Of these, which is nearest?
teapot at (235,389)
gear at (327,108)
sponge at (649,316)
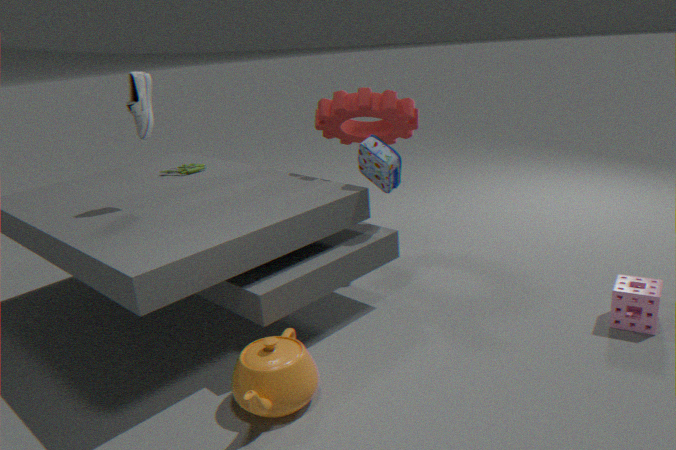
teapot at (235,389)
